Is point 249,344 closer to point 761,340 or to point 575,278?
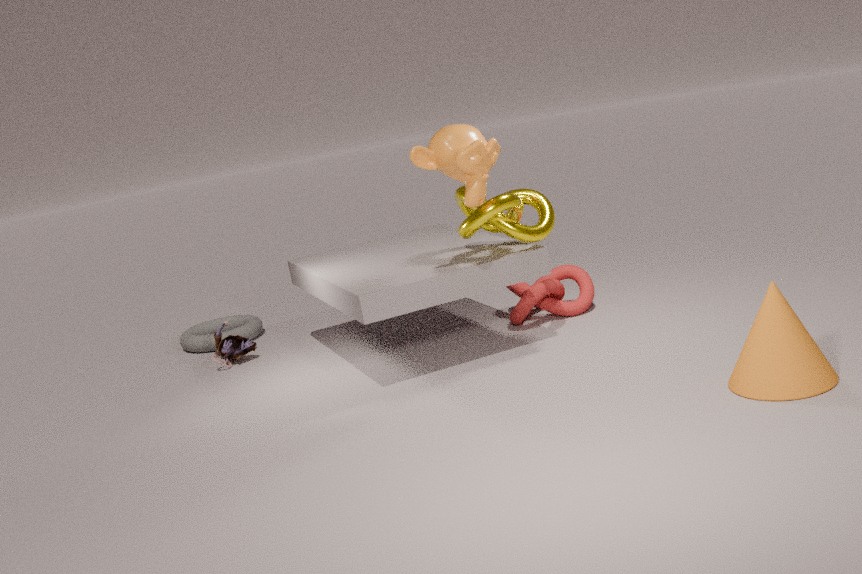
point 575,278
